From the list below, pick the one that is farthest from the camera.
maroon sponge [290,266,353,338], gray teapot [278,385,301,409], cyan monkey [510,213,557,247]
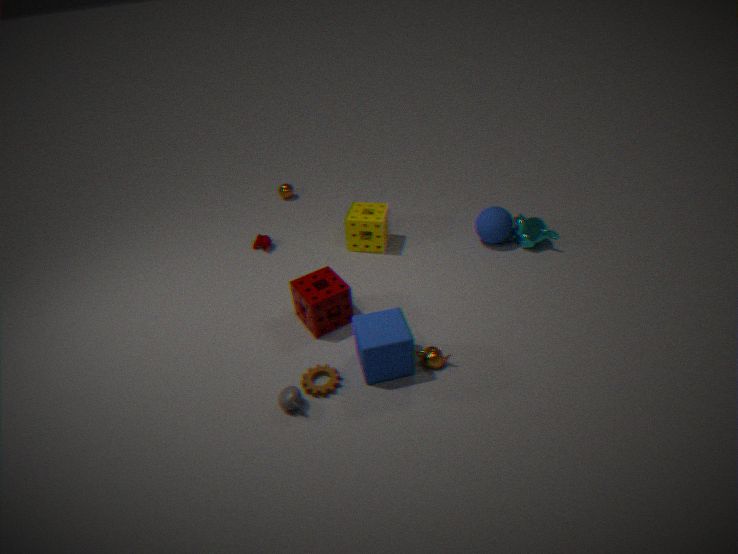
cyan monkey [510,213,557,247]
